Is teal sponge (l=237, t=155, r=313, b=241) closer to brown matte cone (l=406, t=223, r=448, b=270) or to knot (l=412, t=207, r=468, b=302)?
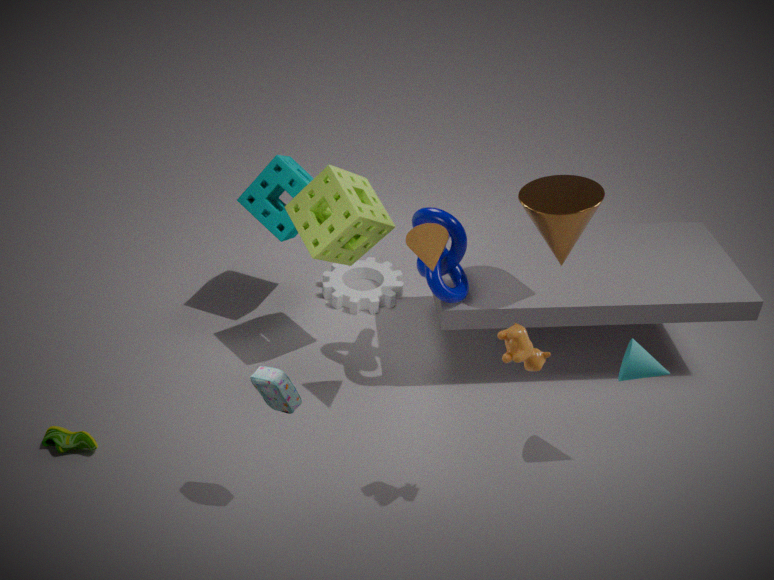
knot (l=412, t=207, r=468, b=302)
